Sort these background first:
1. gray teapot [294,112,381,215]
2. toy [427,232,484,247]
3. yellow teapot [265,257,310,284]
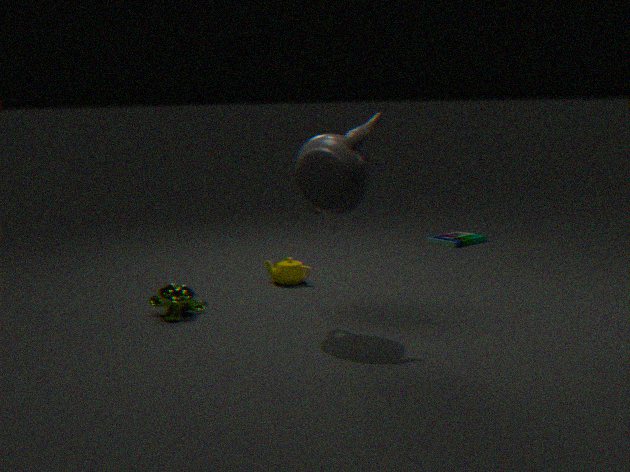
toy [427,232,484,247]
yellow teapot [265,257,310,284]
gray teapot [294,112,381,215]
